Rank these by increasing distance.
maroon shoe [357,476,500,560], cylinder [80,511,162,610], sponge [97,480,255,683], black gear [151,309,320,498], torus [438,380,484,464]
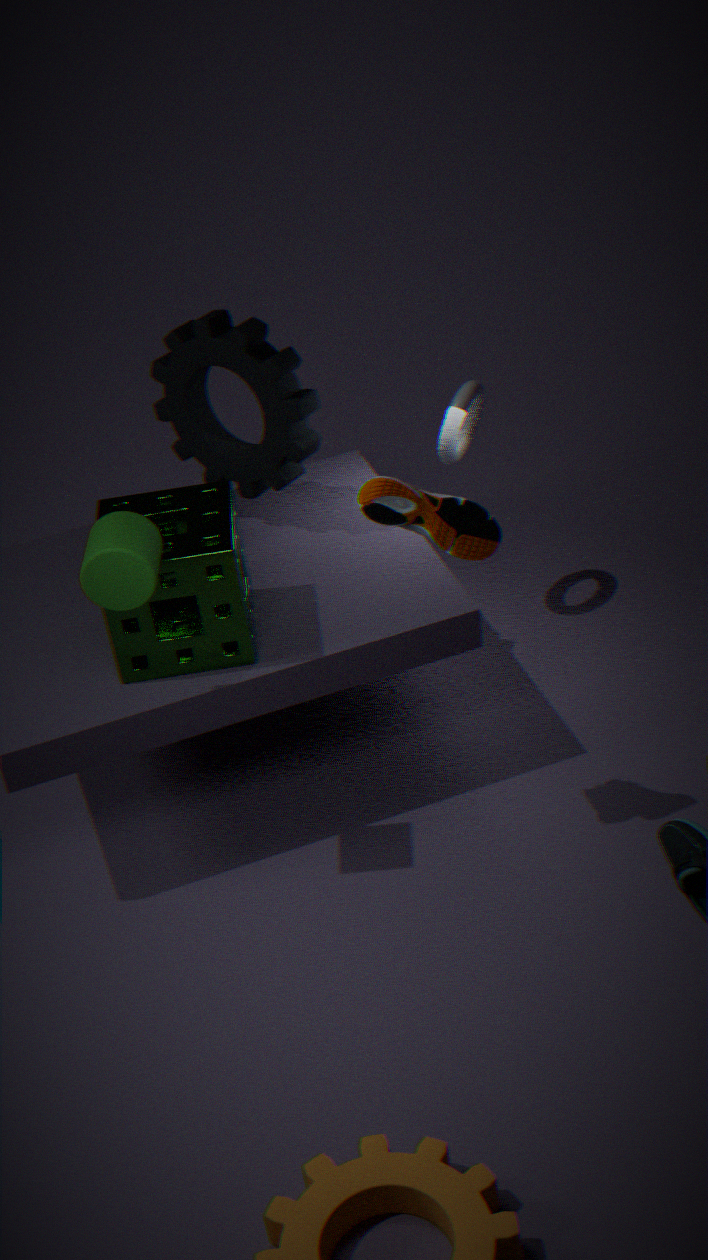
1. cylinder [80,511,162,610]
2. maroon shoe [357,476,500,560]
3. sponge [97,480,255,683]
4. black gear [151,309,320,498]
5. torus [438,380,484,464]
